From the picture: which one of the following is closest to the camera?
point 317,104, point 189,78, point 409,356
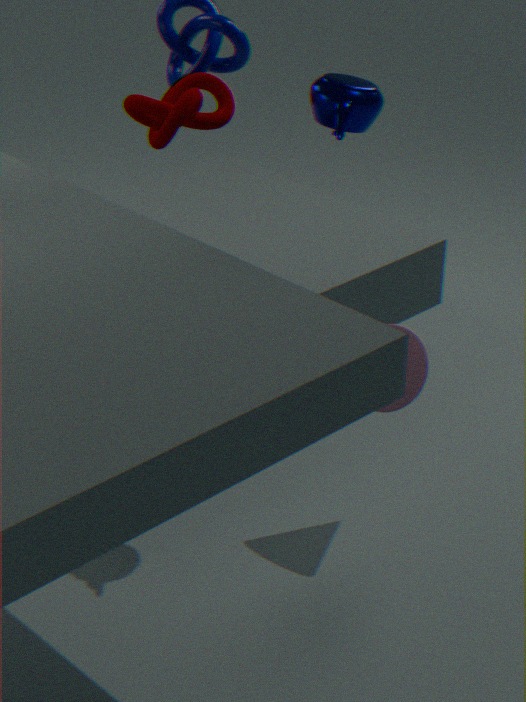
point 317,104
